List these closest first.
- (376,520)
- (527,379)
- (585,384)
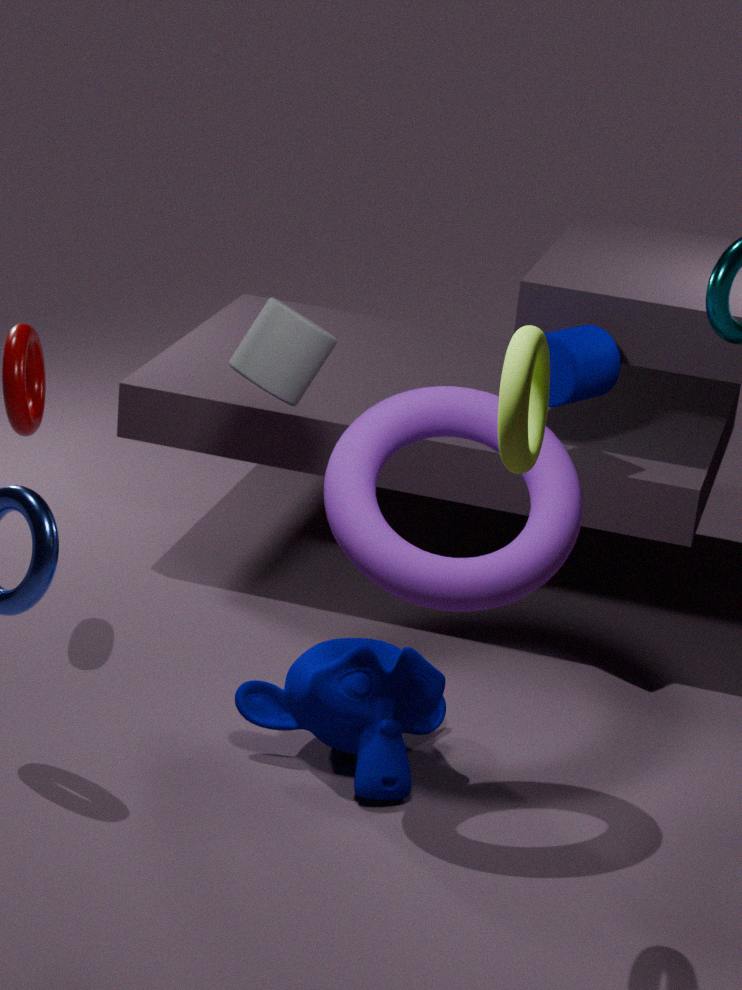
(527,379), (376,520), (585,384)
